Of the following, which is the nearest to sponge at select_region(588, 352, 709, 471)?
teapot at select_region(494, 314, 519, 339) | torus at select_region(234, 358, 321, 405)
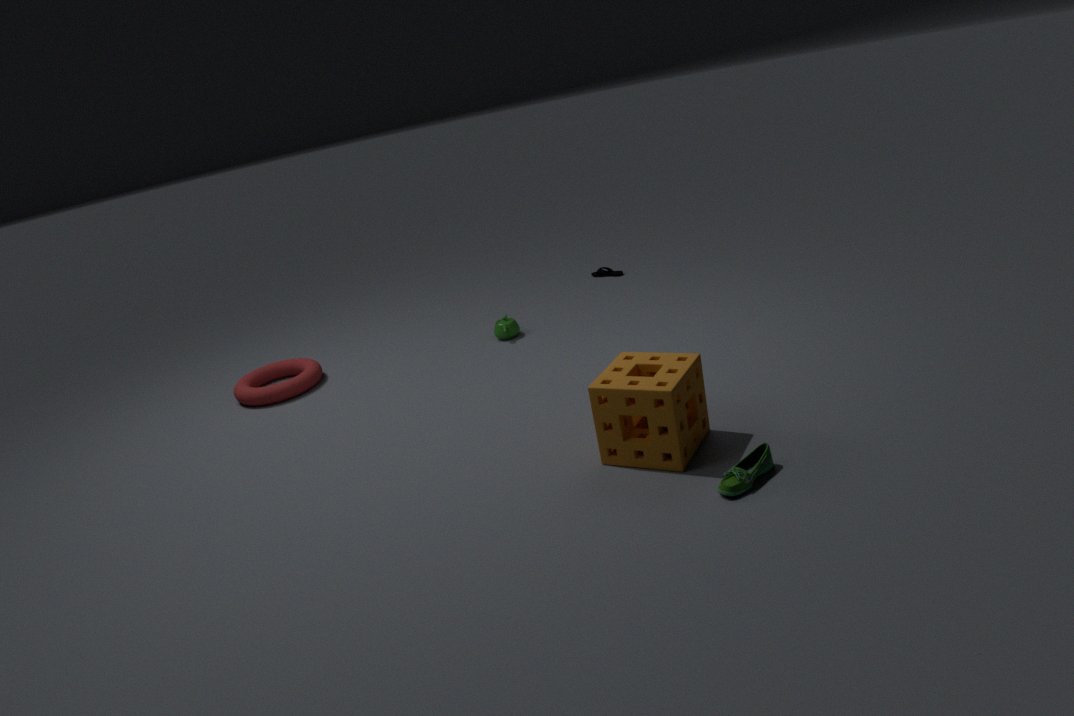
teapot at select_region(494, 314, 519, 339)
